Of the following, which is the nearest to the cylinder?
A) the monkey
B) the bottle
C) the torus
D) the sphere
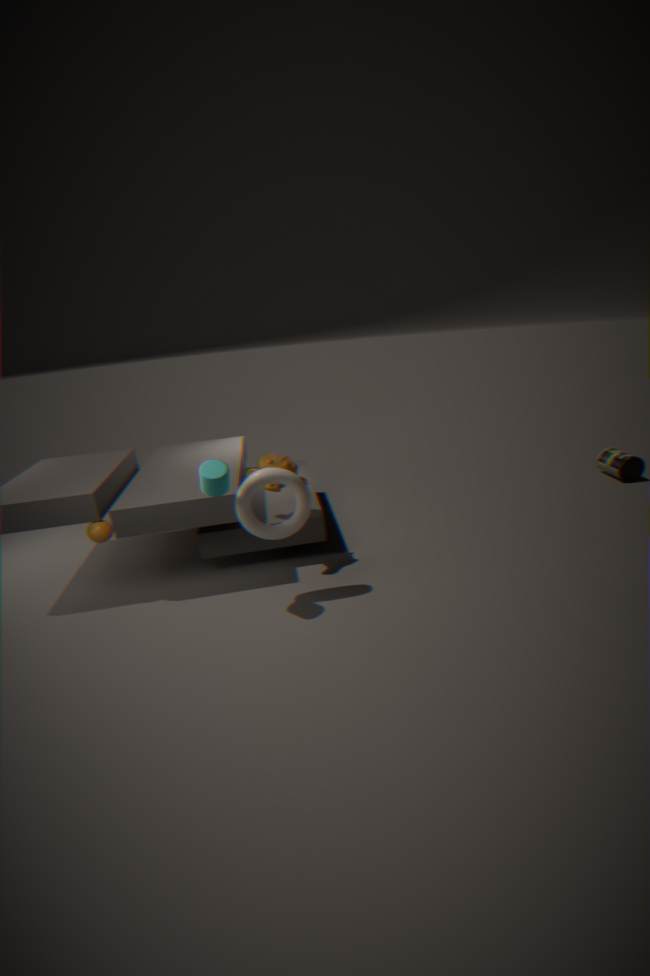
the torus
